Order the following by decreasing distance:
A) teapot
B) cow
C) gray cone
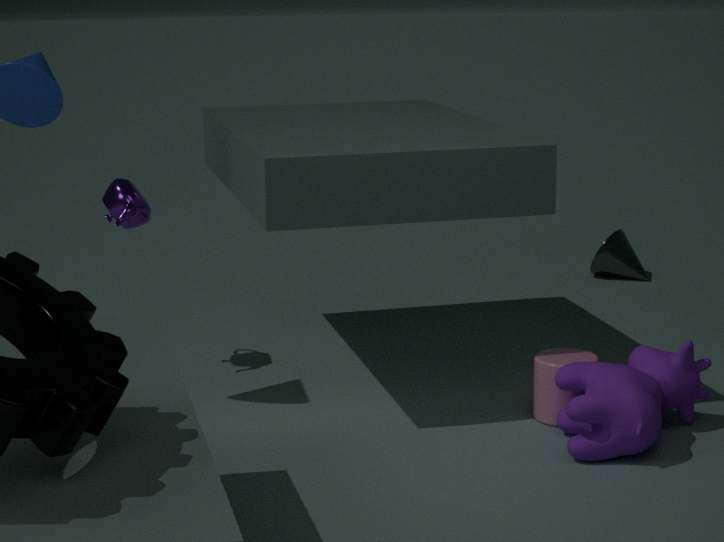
gray cone < teapot < cow
